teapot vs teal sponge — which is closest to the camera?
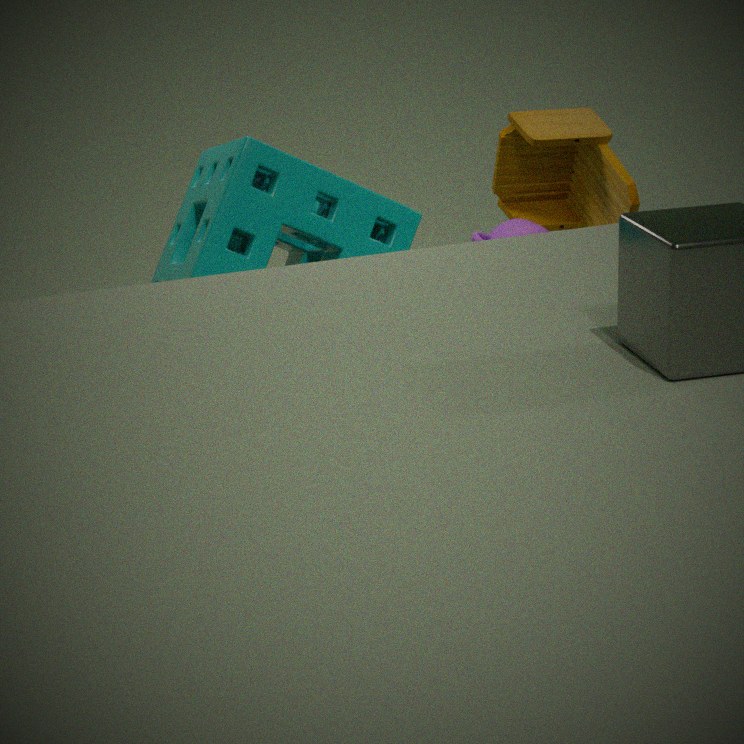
teal sponge
